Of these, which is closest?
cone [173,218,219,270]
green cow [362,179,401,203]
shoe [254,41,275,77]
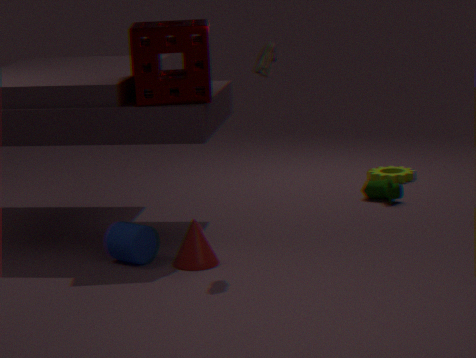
shoe [254,41,275,77]
